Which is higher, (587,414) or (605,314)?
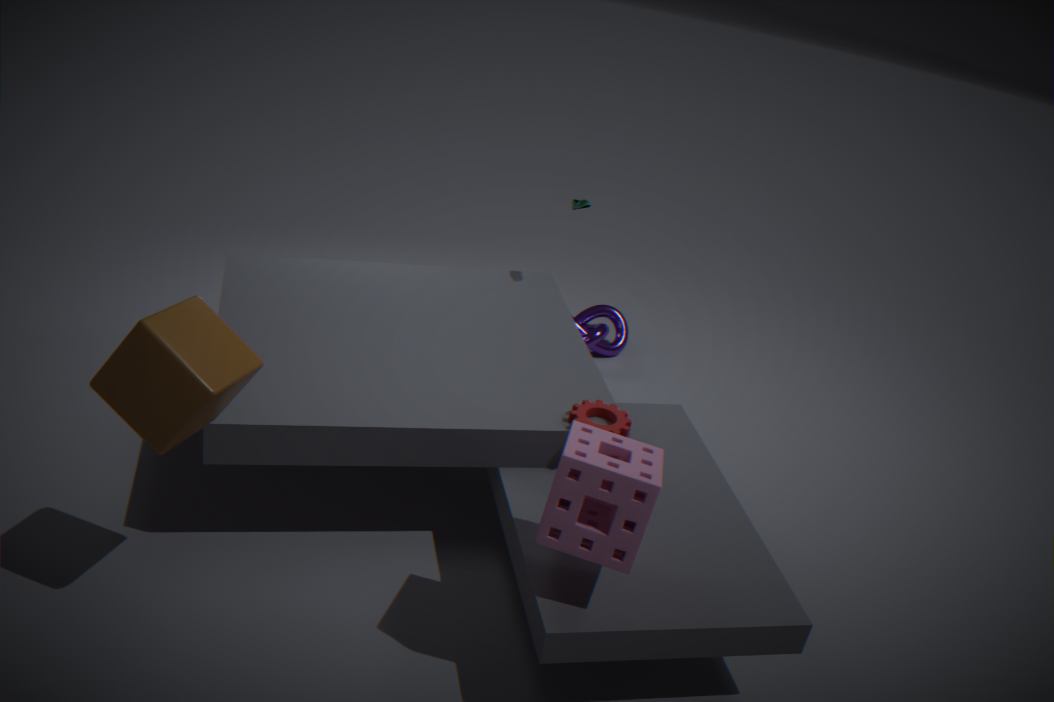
(587,414)
